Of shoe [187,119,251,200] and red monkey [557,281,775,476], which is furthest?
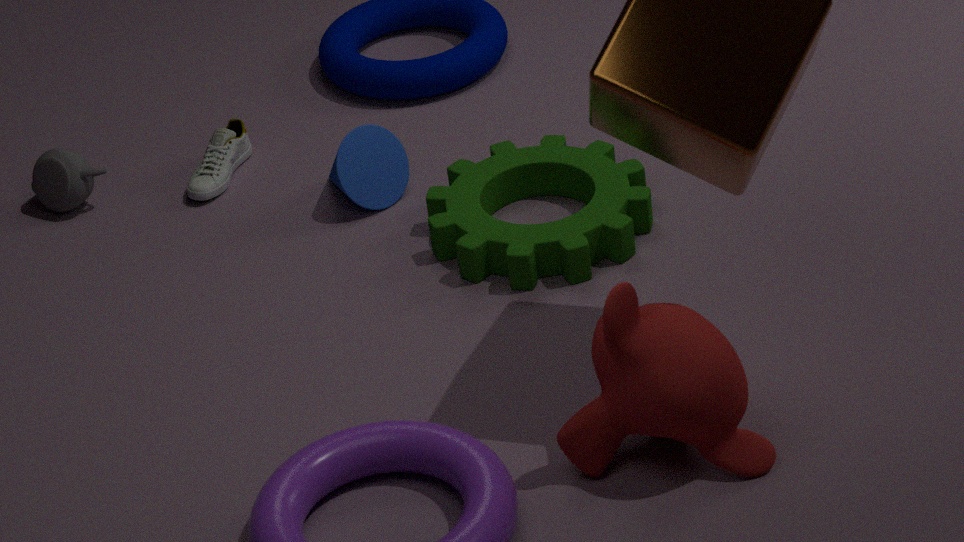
shoe [187,119,251,200]
